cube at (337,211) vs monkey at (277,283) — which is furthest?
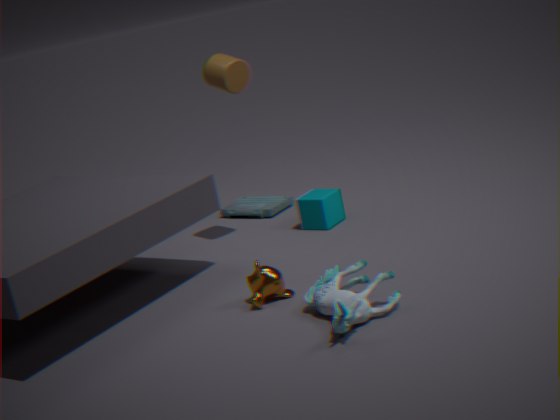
cube at (337,211)
